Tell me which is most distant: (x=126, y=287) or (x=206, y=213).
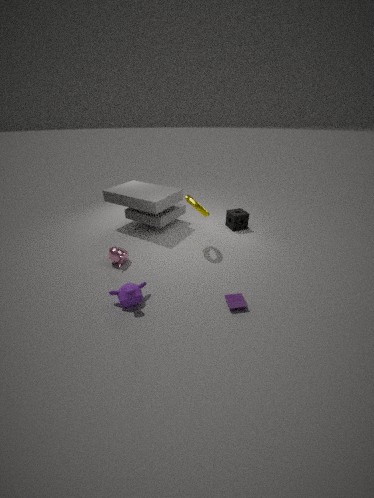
(x=206, y=213)
